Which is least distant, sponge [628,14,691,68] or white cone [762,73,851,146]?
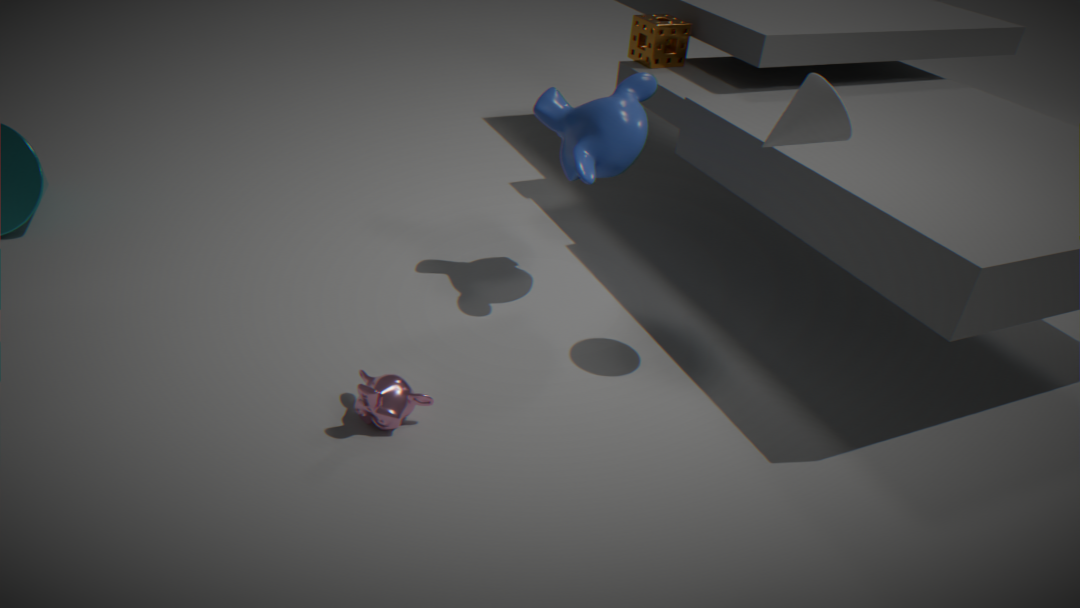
white cone [762,73,851,146]
